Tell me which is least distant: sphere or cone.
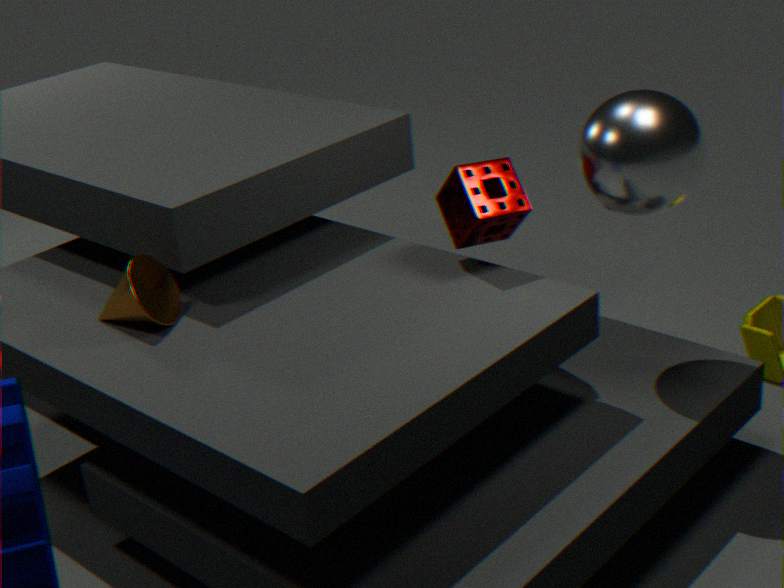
sphere
